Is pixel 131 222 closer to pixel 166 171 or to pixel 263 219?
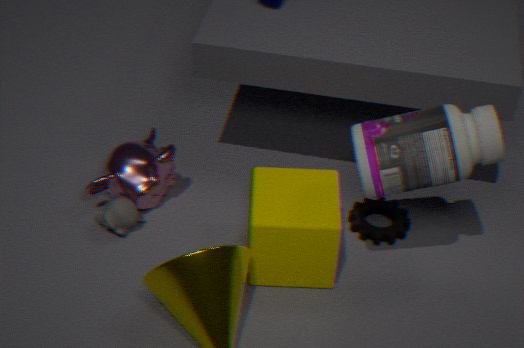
pixel 166 171
